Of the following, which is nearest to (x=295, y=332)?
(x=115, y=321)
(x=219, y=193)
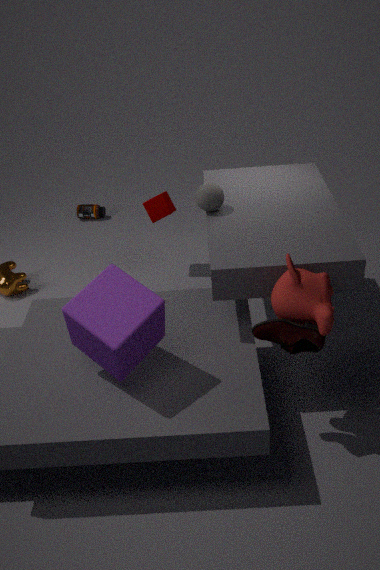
(x=115, y=321)
